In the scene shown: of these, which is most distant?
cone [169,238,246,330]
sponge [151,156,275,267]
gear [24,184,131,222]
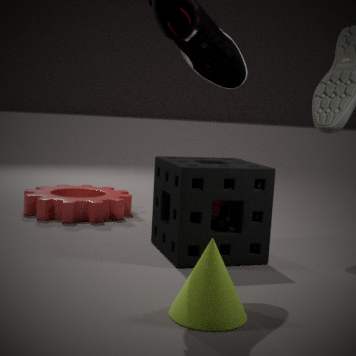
gear [24,184,131,222]
